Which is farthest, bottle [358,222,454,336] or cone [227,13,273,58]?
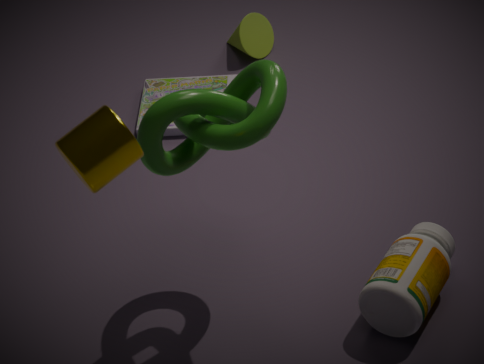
cone [227,13,273,58]
